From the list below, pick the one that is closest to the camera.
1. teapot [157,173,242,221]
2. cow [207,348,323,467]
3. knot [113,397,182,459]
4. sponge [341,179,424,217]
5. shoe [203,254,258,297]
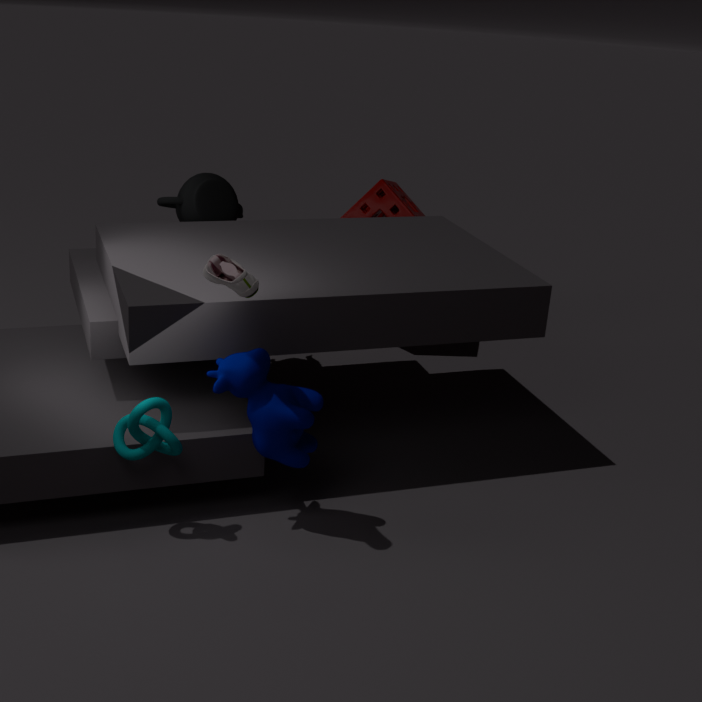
shoe [203,254,258,297]
